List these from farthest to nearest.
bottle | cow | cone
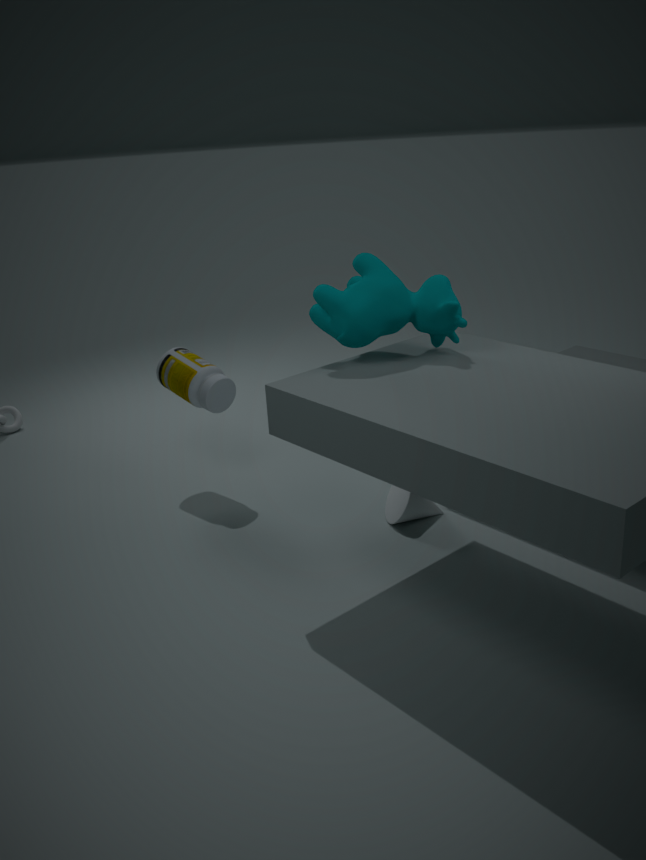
bottle
cone
cow
